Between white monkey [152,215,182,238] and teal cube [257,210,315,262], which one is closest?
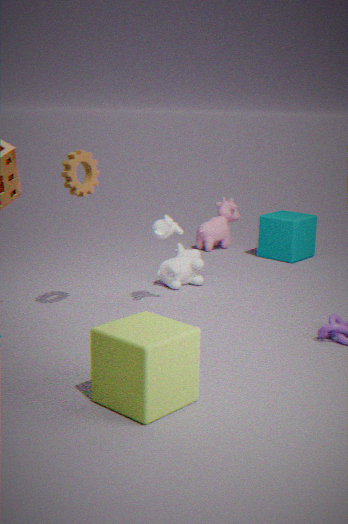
white monkey [152,215,182,238]
